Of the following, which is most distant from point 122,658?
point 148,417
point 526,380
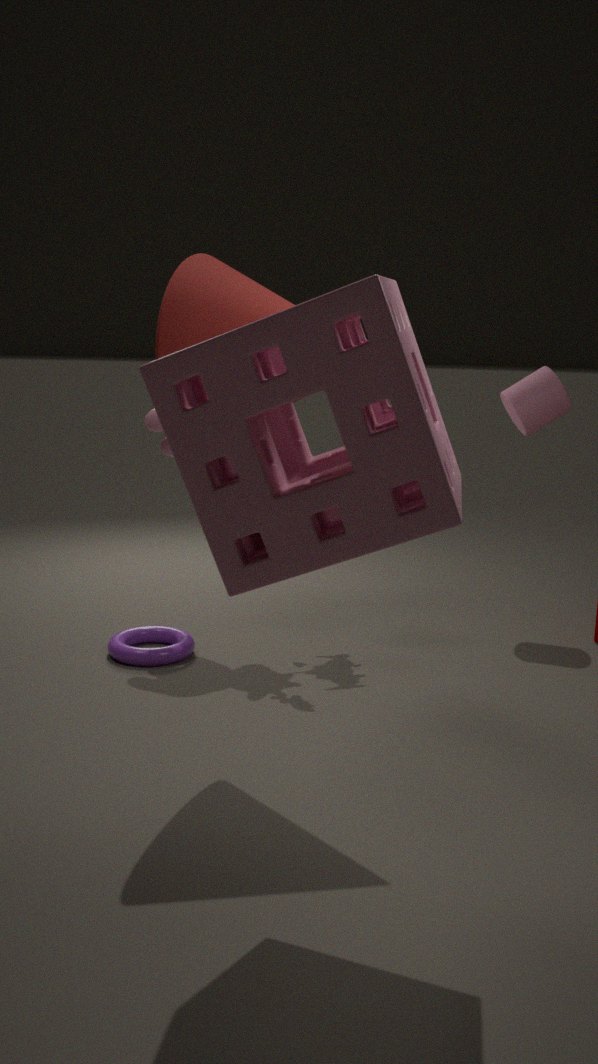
point 526,380
